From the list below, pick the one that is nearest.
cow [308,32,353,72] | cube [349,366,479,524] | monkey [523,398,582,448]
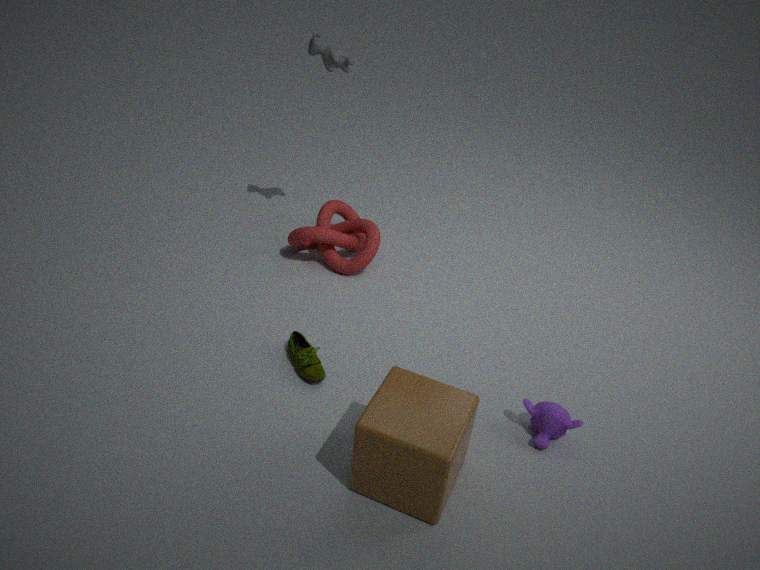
cube [349,366,479,524]
